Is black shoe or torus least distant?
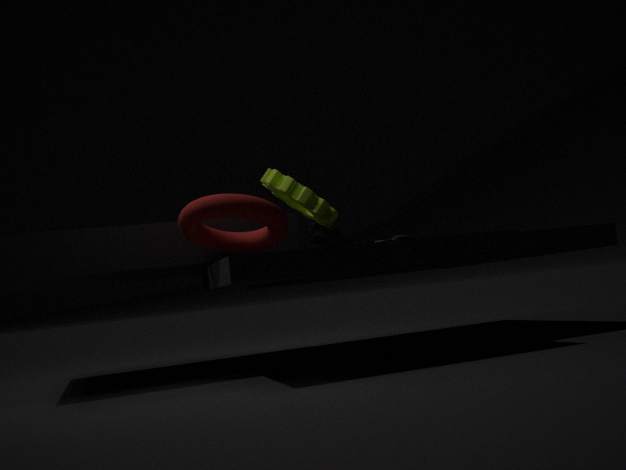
torus
